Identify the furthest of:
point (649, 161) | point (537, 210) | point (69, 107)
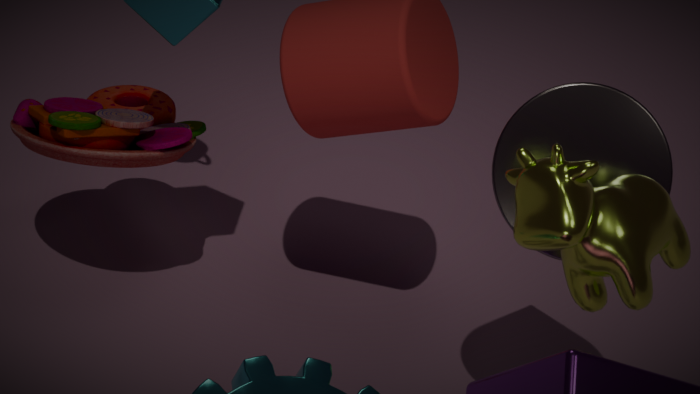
point (69, 107)
